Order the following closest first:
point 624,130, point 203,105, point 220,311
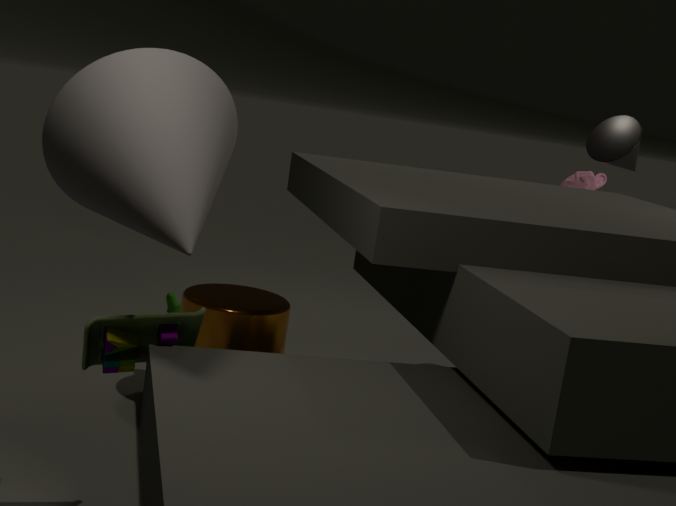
point 203,105 → point 220,311 → point 624,130
